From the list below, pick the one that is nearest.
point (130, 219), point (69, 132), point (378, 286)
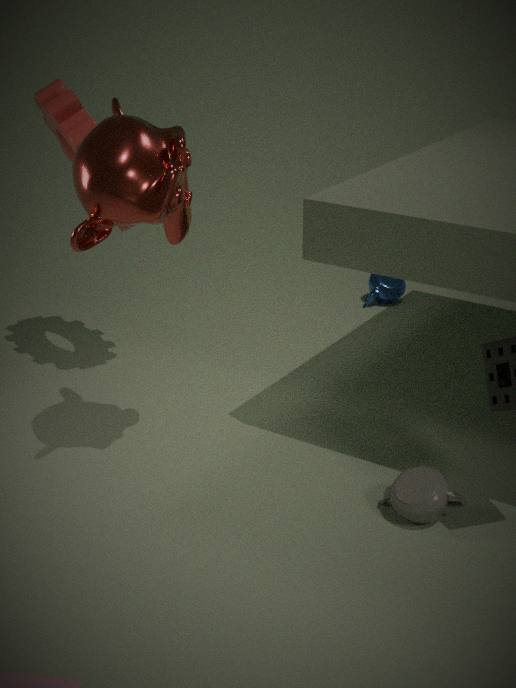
point (130, 219)
